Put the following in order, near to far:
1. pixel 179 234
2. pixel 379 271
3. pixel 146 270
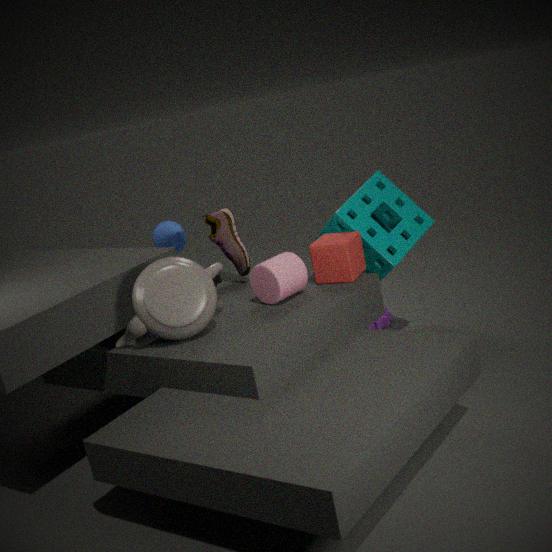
pixel 146 270, pixel 379 271, pixel 179 234
